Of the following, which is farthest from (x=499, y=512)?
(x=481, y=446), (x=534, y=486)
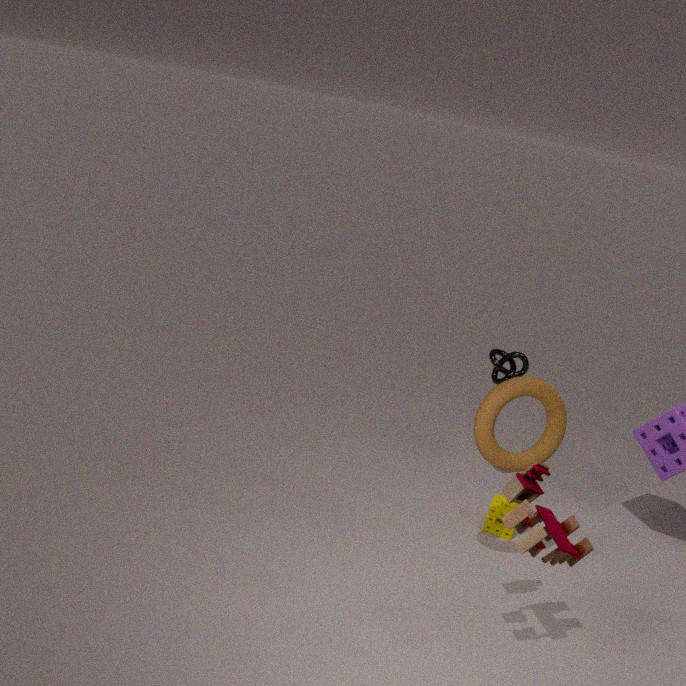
(x=534, y=486)
